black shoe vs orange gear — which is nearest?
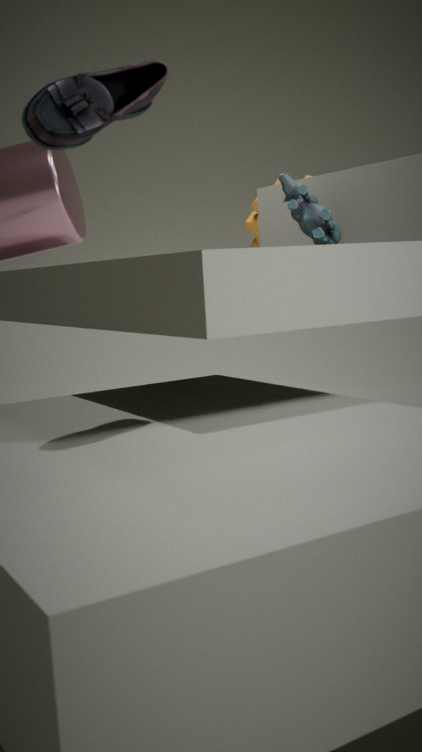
black shoe
